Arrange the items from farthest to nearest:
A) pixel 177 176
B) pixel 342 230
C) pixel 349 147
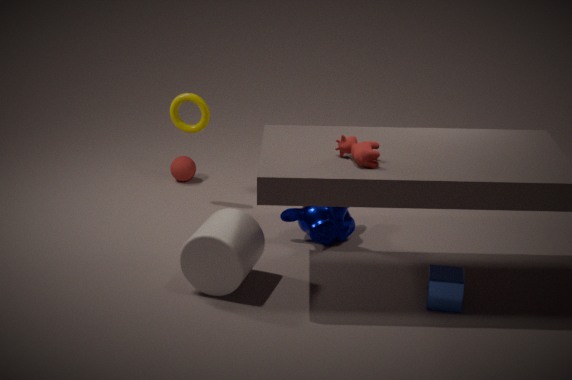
A. pixel 177 176 < B. pixel 342 230 < C. pixel 349 147
